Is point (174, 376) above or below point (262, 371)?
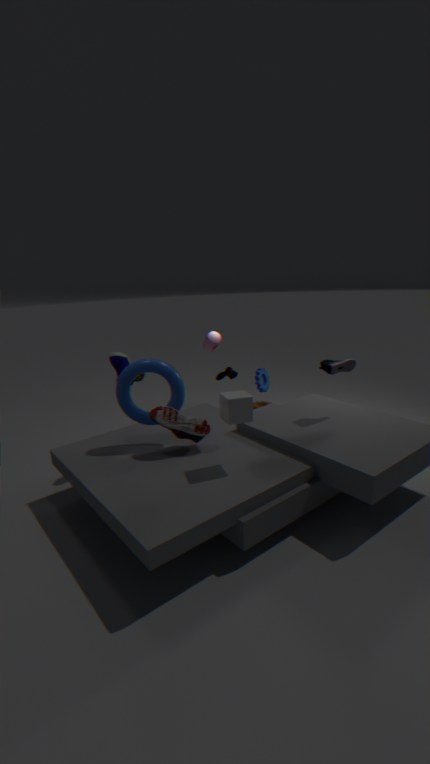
above
